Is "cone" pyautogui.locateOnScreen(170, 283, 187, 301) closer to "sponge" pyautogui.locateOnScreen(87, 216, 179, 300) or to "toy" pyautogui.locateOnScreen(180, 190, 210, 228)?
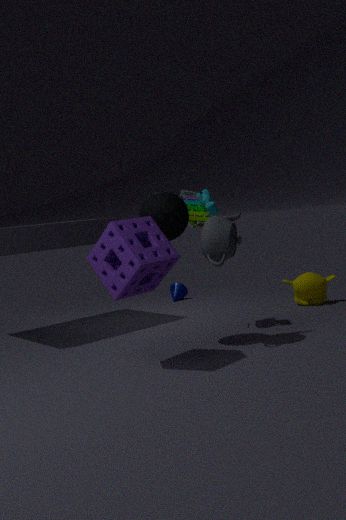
"toy" pyautogui.locateOnScreen(180, 190, 210, 228)
